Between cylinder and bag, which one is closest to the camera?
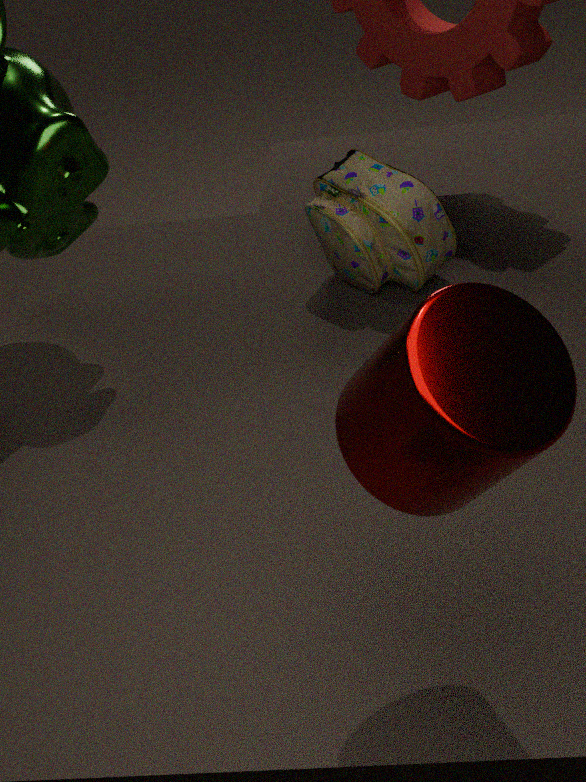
cylinder
